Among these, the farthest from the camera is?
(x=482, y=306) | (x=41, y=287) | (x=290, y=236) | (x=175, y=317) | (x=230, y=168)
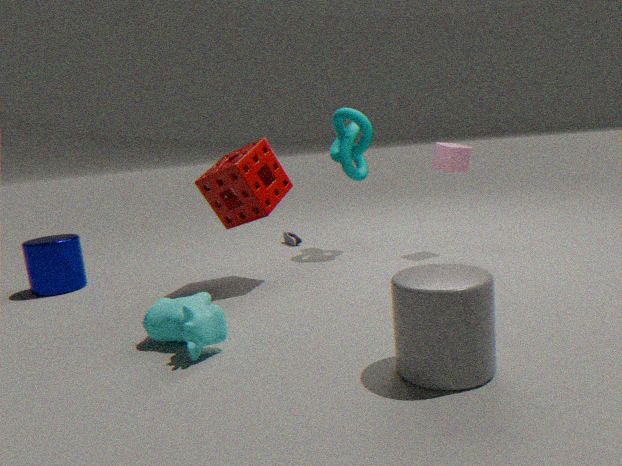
(x=290, y=236)
